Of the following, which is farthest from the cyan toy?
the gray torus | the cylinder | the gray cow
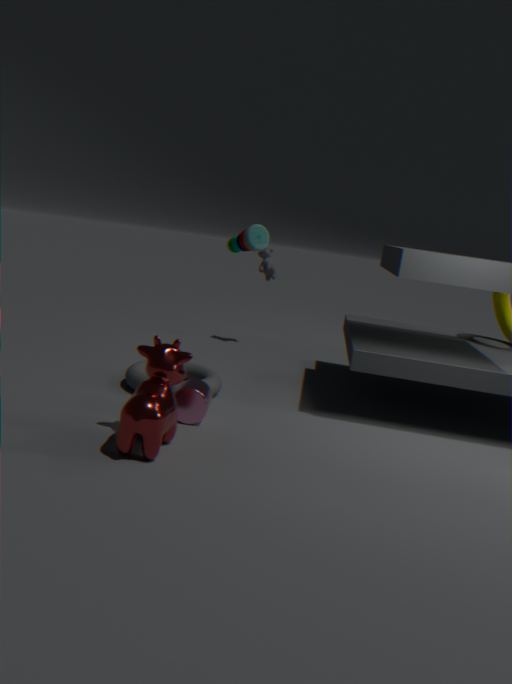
the gray cow
